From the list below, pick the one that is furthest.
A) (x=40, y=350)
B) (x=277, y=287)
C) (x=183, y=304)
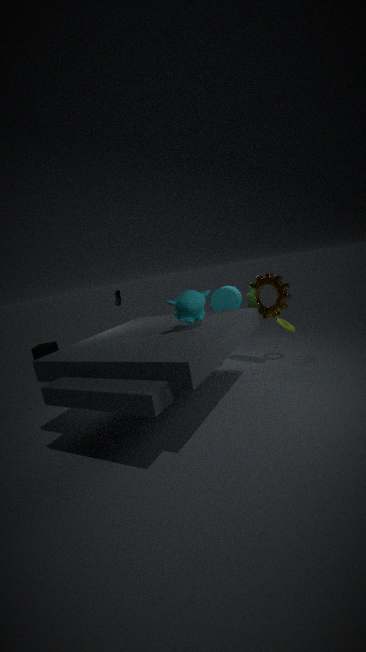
(x=40, y=350)
